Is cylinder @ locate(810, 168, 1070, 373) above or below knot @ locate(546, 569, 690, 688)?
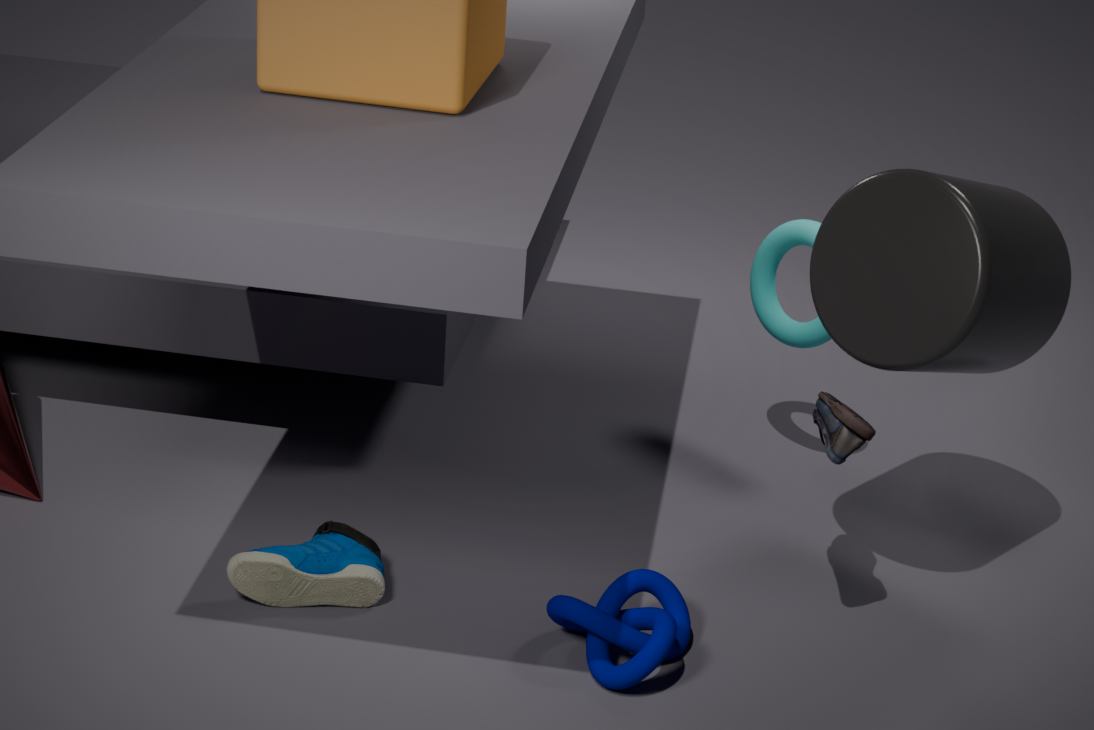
above
